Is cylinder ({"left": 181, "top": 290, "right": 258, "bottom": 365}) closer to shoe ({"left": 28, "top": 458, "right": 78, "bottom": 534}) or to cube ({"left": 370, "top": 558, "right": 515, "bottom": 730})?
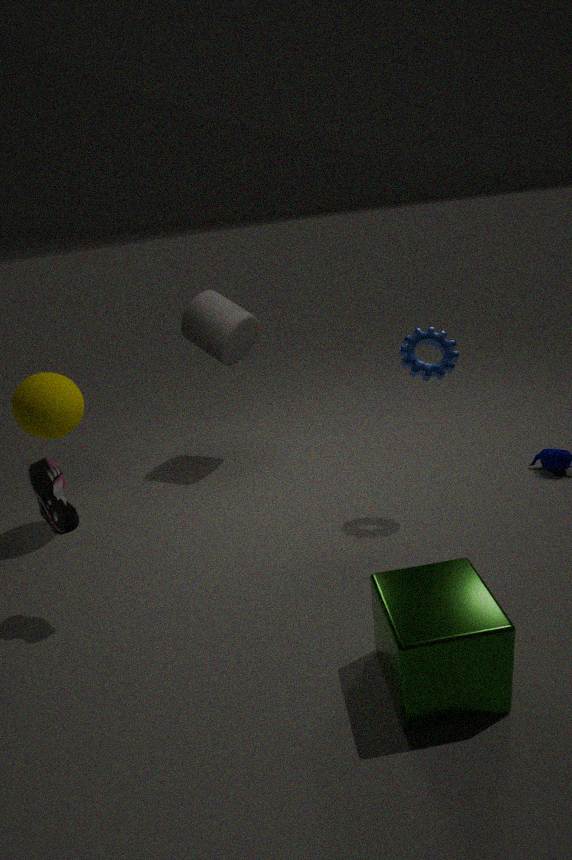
shoe ({"left": 28, "top": 458, "right": 78, "bottom": 534})
